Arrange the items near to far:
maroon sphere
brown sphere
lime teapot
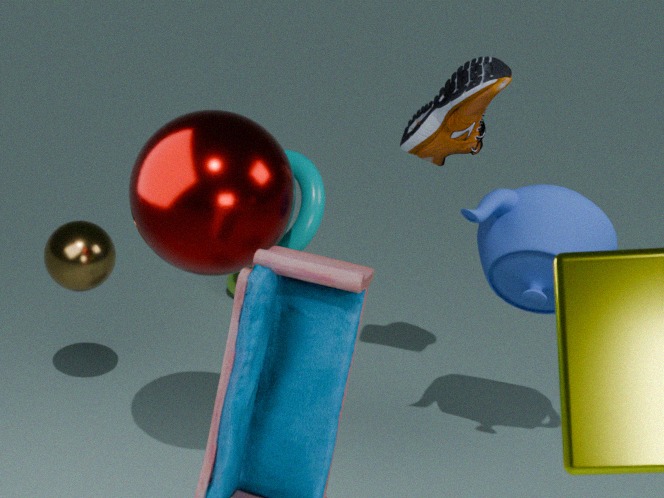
maroon sphere < brown sphere < lime teapot
